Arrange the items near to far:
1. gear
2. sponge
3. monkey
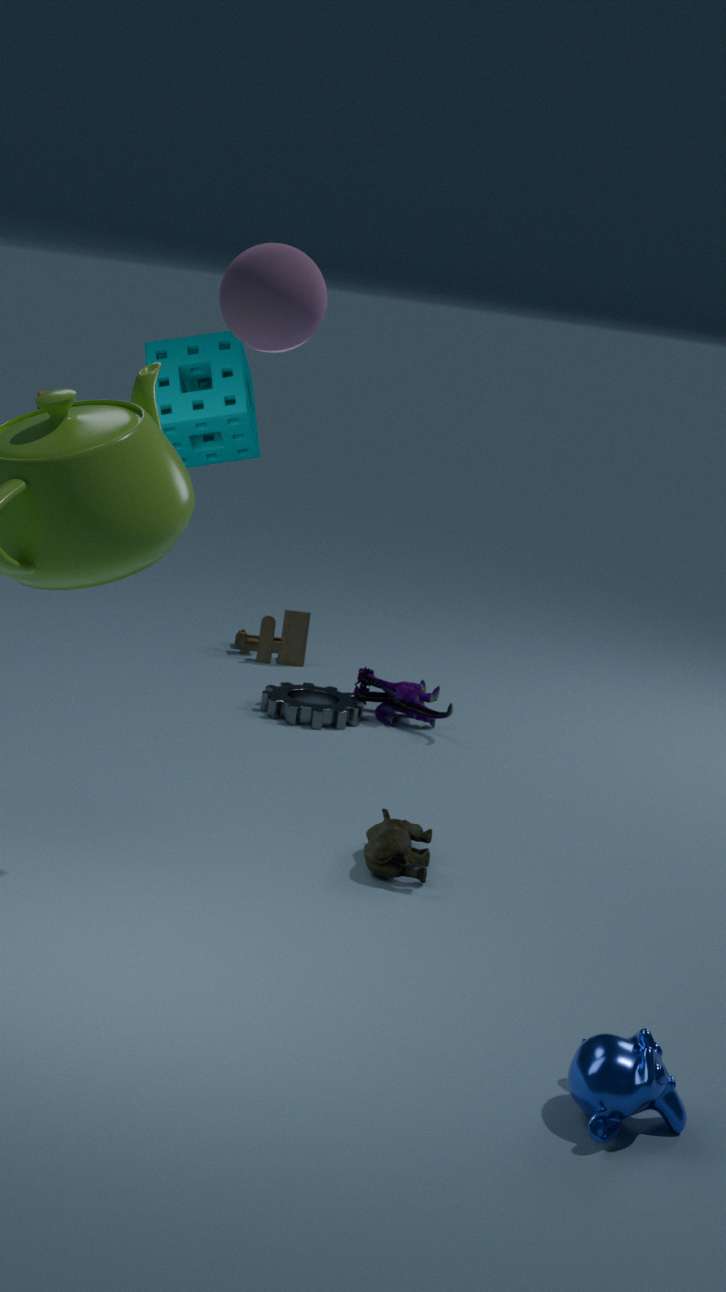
monkey
sponge
gear
